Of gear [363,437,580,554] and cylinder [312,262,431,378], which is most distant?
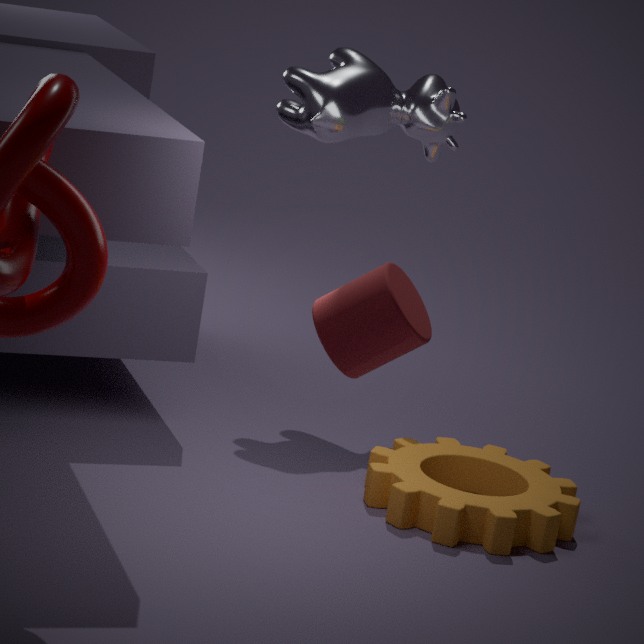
gear [363,437,580,554]
